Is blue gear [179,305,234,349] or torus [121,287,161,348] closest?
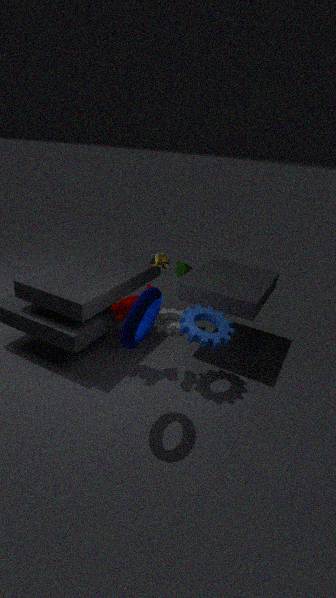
torus [121,287,161,348]
